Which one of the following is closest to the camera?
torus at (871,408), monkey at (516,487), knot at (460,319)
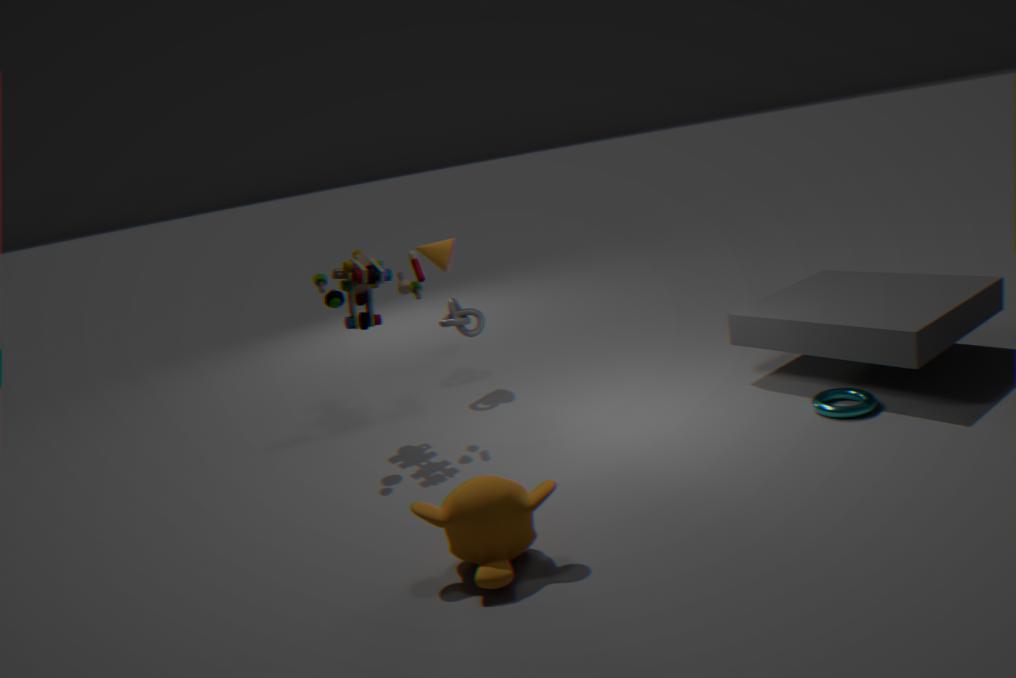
monkey at (516,487)
